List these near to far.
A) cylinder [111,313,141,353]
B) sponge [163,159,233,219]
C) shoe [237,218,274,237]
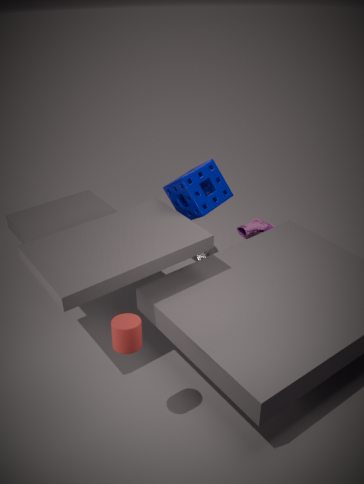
cylinder [111,313,141,353] → sponge [163,159,233,219] → shoe [237,218,274,237]
